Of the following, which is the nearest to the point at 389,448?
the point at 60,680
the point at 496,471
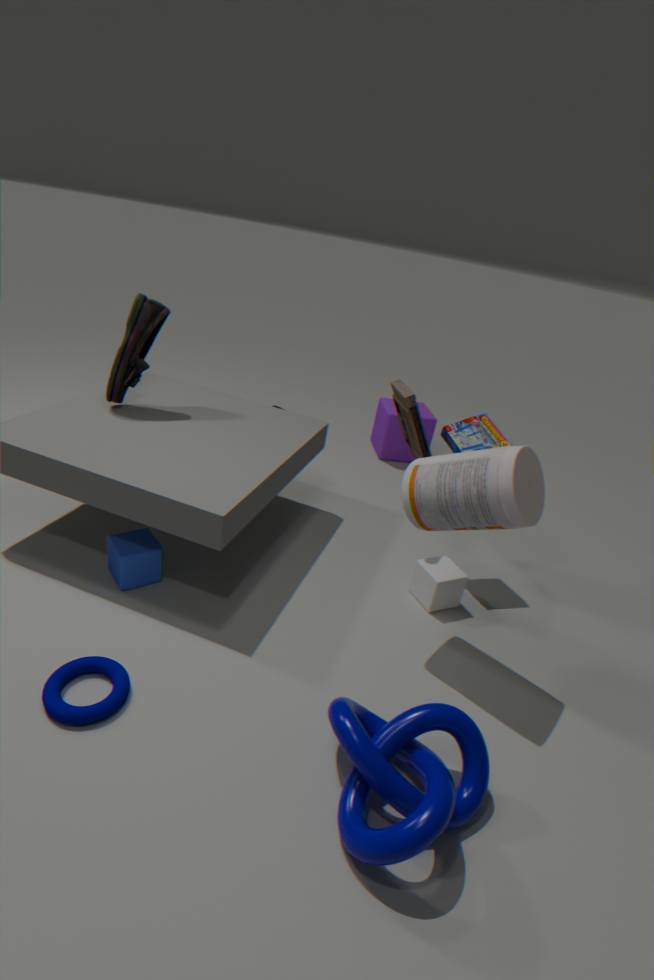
the point at 496,471
